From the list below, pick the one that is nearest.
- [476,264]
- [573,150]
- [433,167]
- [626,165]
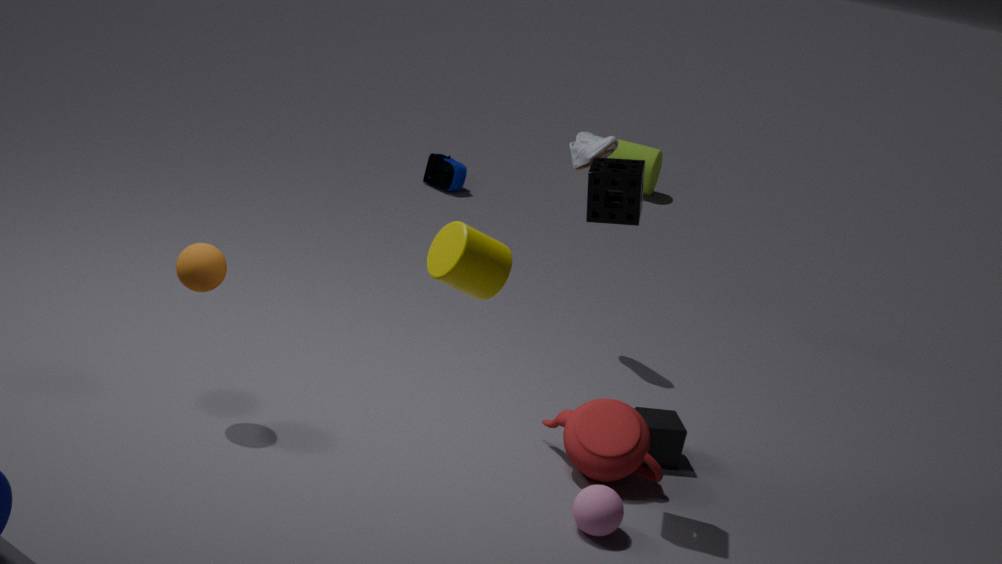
[476,264]
